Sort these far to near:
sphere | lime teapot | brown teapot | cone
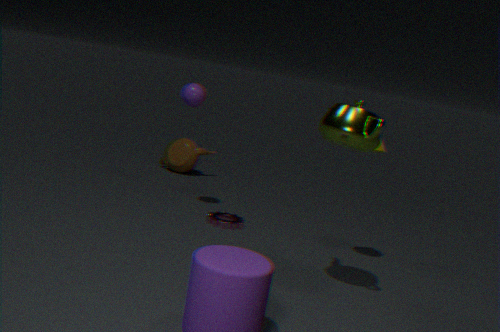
brown teapot < sphere < cone < lime teapot
